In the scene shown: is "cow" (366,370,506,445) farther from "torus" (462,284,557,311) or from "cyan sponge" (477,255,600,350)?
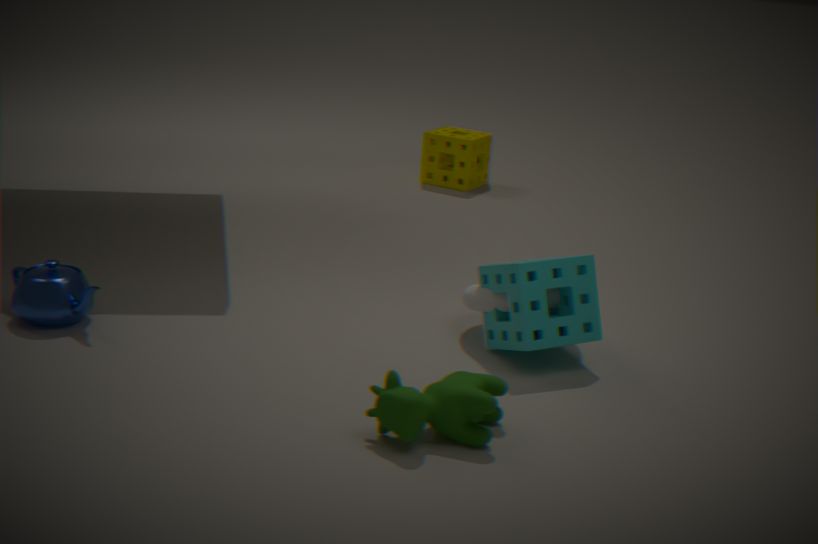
"torus" (462,284,557,311)
